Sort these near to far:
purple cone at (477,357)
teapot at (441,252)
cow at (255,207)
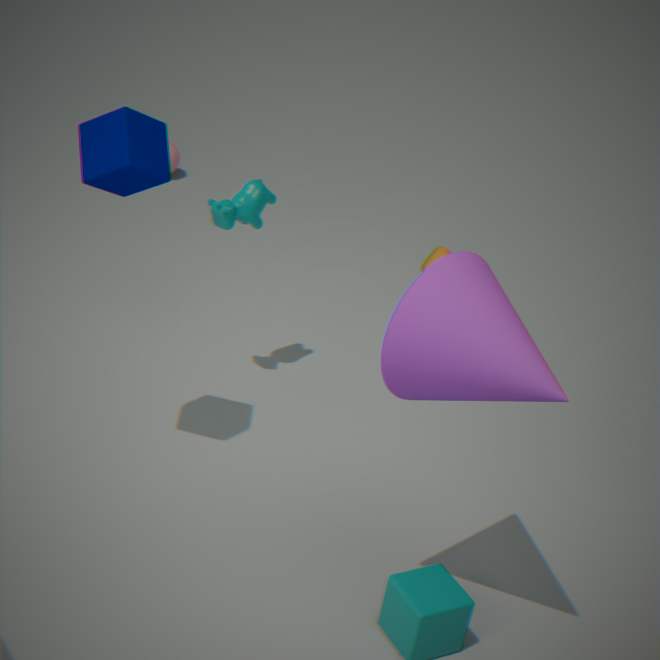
purple cone at (477,357), cow at (255,207), teapot at (441,252)
